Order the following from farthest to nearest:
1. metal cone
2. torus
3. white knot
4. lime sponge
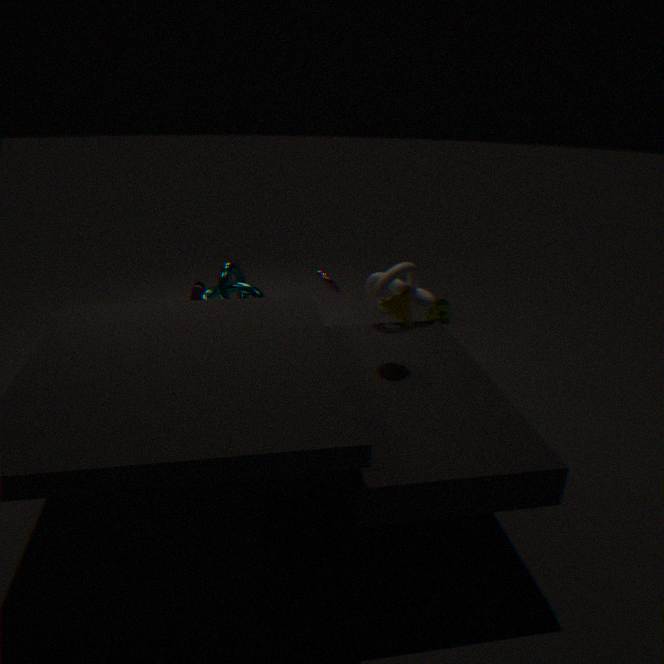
lime sponge, torus, white knot, metal cone
